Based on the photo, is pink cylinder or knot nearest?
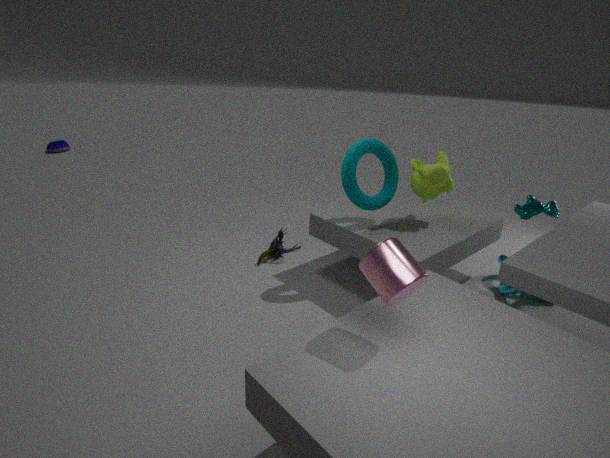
pink cylinder
